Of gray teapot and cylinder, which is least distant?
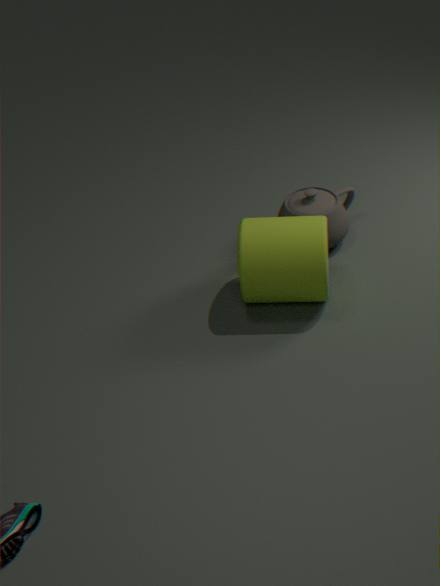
cylinder
